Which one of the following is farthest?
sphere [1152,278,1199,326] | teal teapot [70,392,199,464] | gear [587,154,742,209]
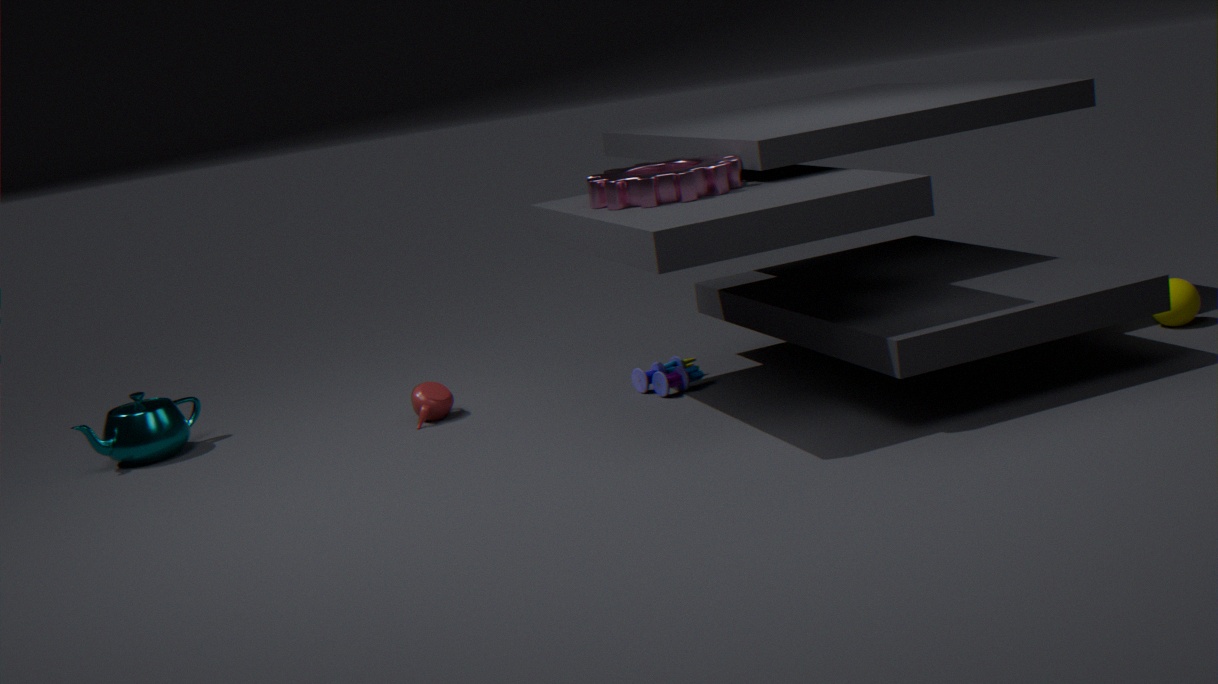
teal teapot [70,392,199,464]
